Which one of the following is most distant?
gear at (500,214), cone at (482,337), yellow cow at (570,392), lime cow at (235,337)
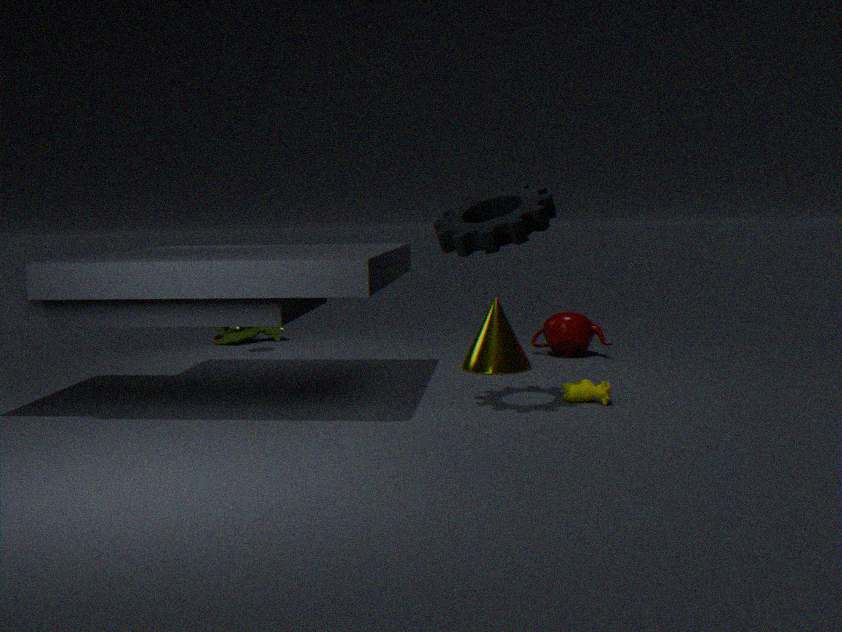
lime cow at (235,337)
